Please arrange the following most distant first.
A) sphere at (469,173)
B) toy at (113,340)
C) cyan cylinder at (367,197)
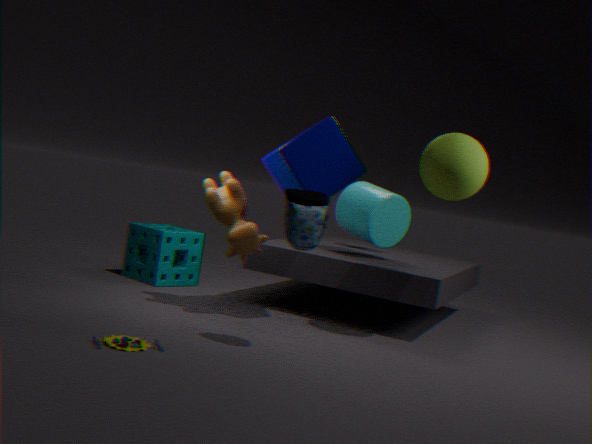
C. cyan cylinder at (367,197), A. sphere at (469,173), B. toy at (113,340)
